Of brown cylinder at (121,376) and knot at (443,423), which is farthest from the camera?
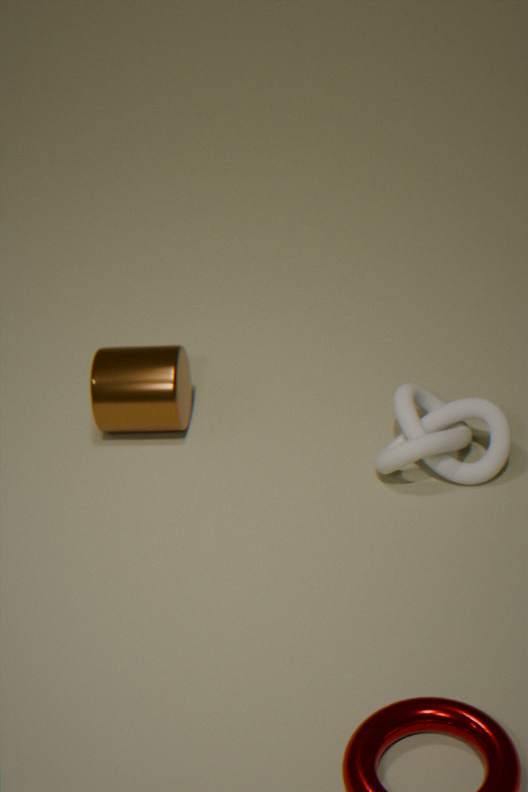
brown cylinder at (121,376)
